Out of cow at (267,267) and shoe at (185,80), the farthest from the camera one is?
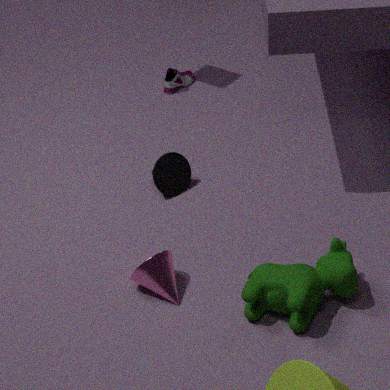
shoe at (185,80)
